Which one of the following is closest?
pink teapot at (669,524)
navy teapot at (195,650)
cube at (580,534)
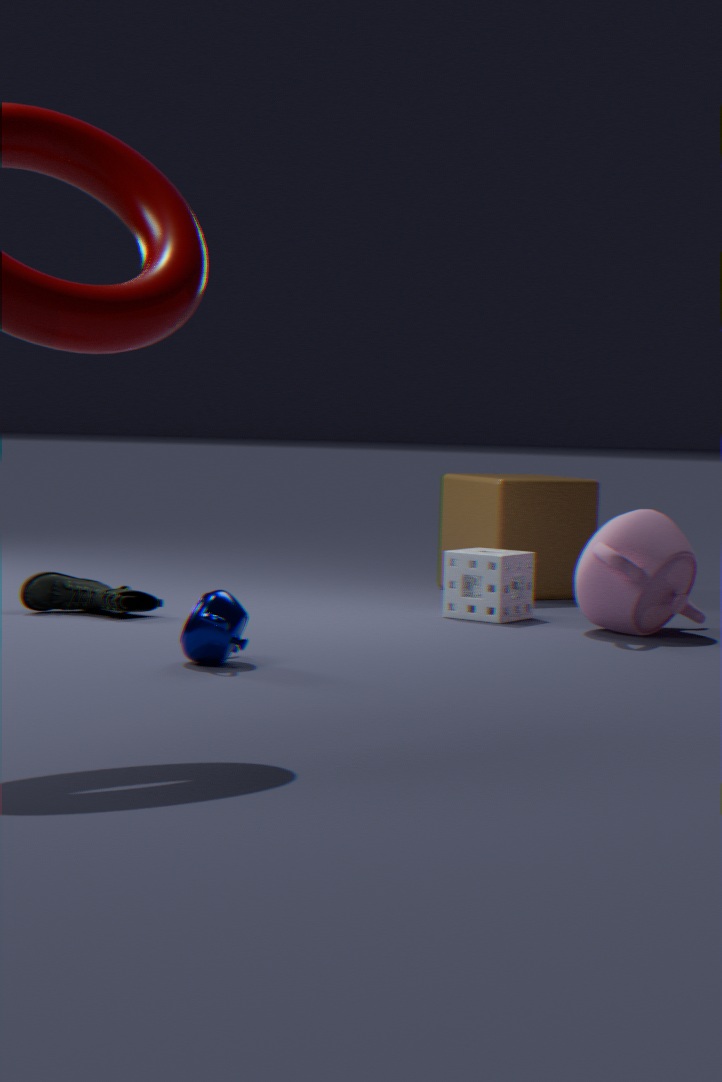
navy teapot at (195,650)
